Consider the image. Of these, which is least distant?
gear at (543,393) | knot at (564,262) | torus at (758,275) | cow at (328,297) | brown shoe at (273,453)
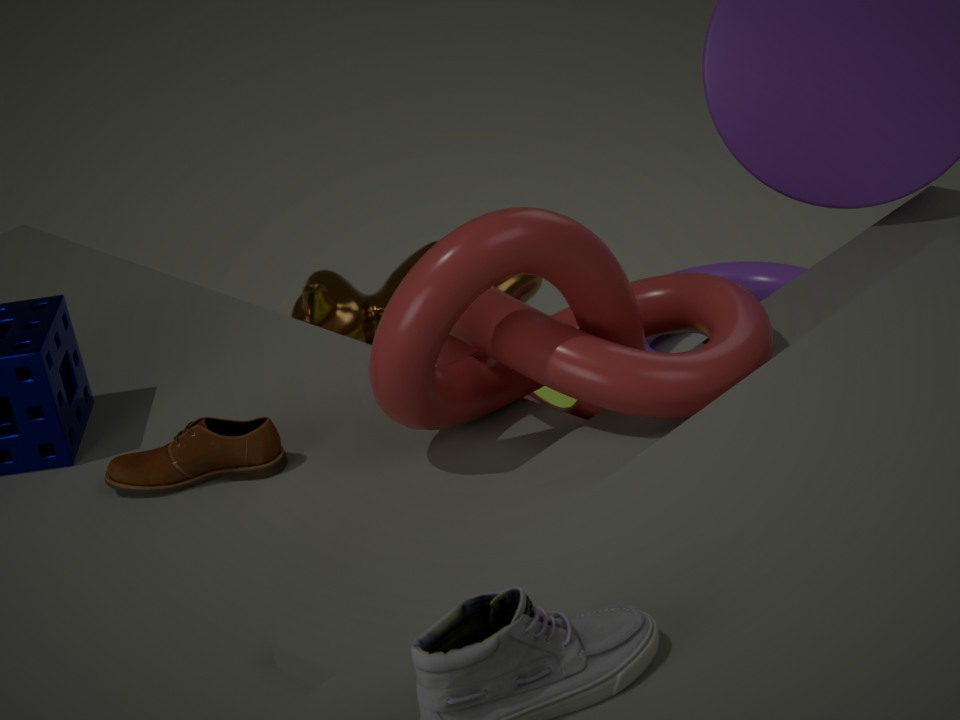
knot at (564,262)
